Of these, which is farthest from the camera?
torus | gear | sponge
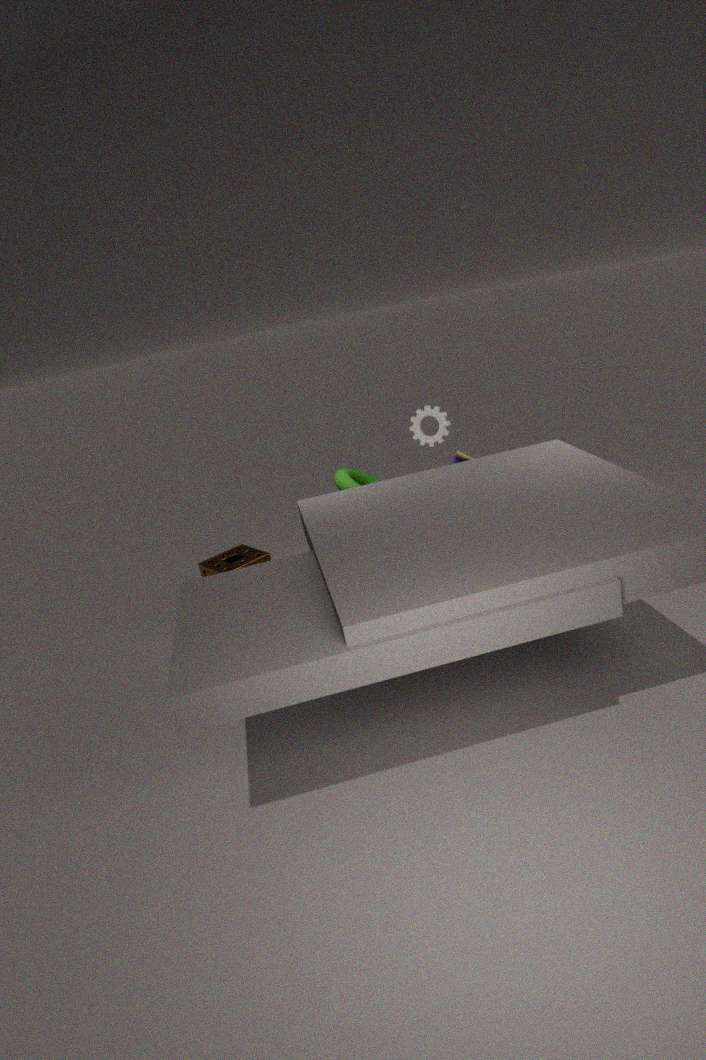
gear
